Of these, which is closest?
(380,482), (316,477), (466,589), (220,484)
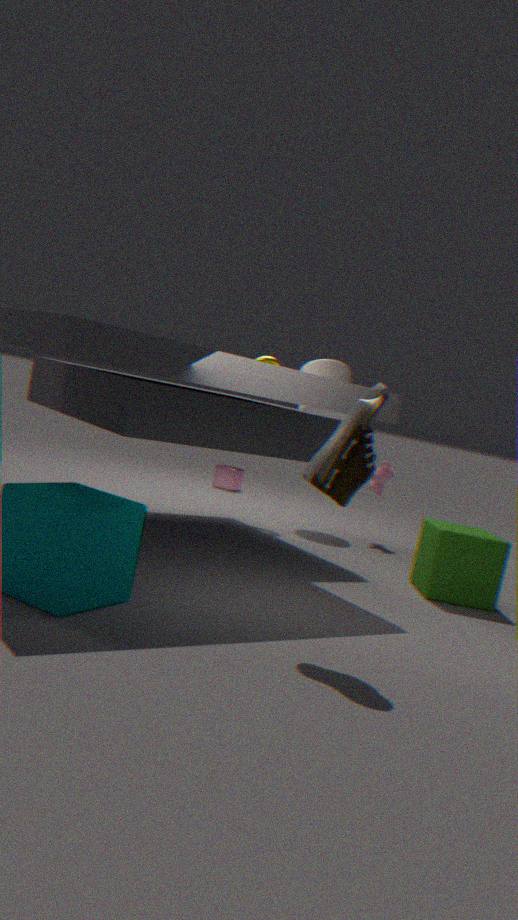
(316,477)
